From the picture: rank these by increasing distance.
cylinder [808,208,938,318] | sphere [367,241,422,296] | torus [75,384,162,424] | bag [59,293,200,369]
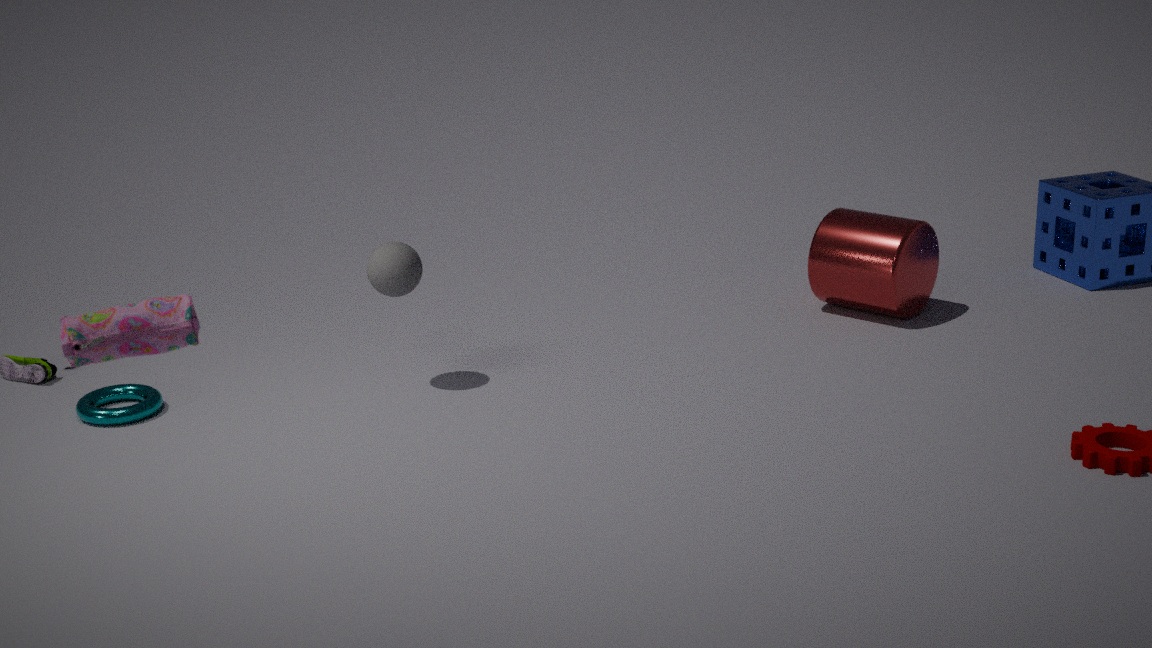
bag [59,293,200,369] < torus [75,384,162,424] < sphere [367,241,422,296] < cylinder [808,208,938,318]
